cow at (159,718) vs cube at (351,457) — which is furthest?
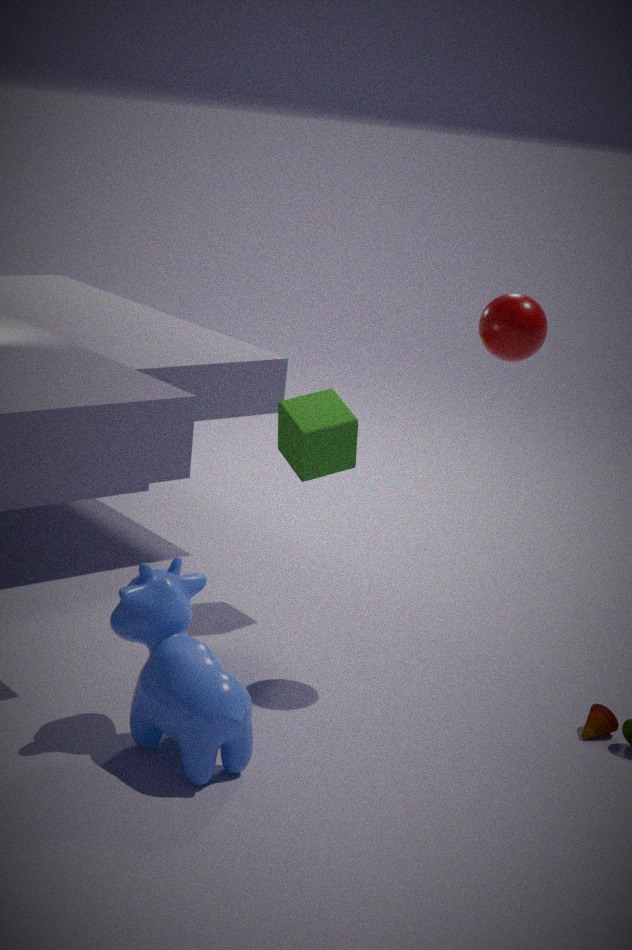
cube at (351,457)
